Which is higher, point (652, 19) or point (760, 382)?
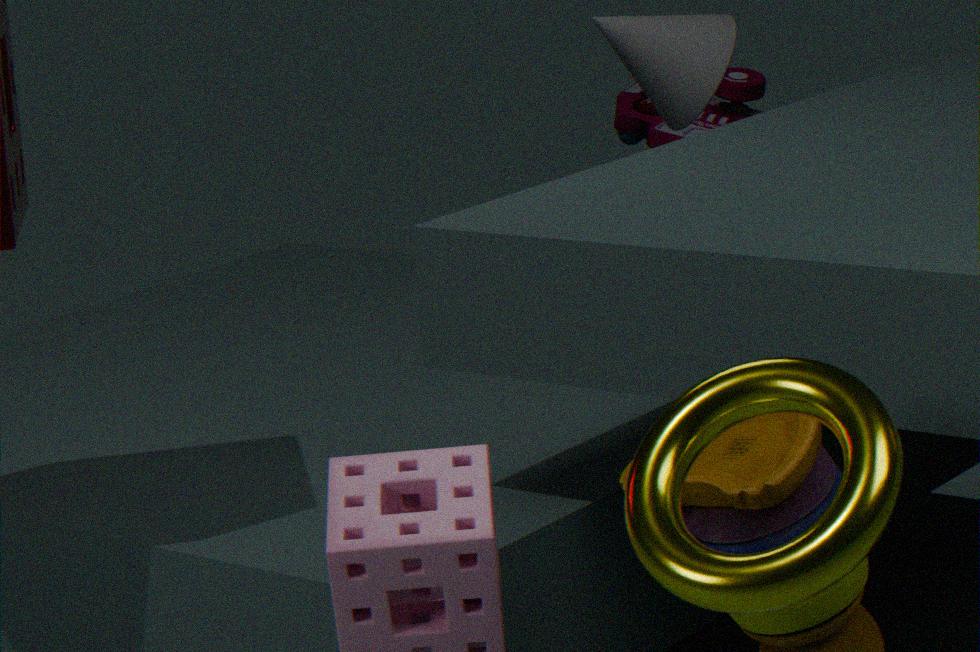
point (652, 19)
